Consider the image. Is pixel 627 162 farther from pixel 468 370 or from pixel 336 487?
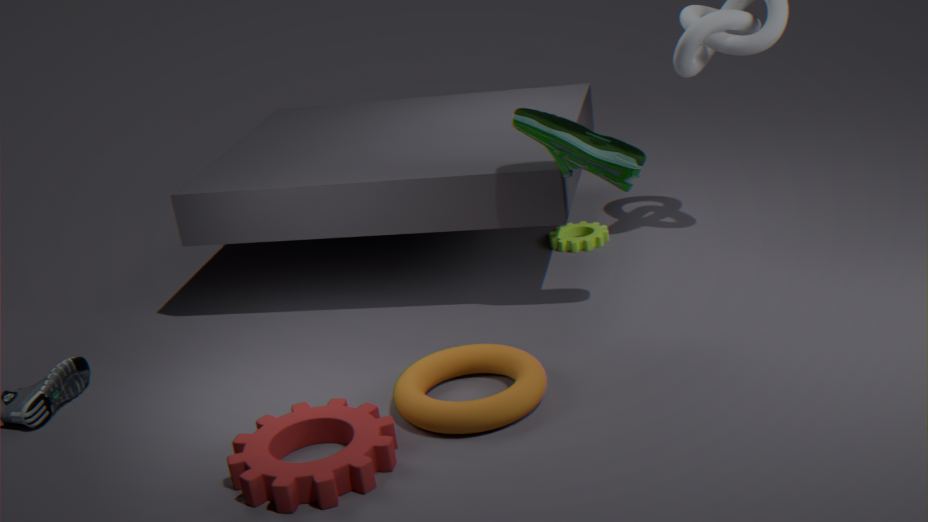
pixel 336 487
